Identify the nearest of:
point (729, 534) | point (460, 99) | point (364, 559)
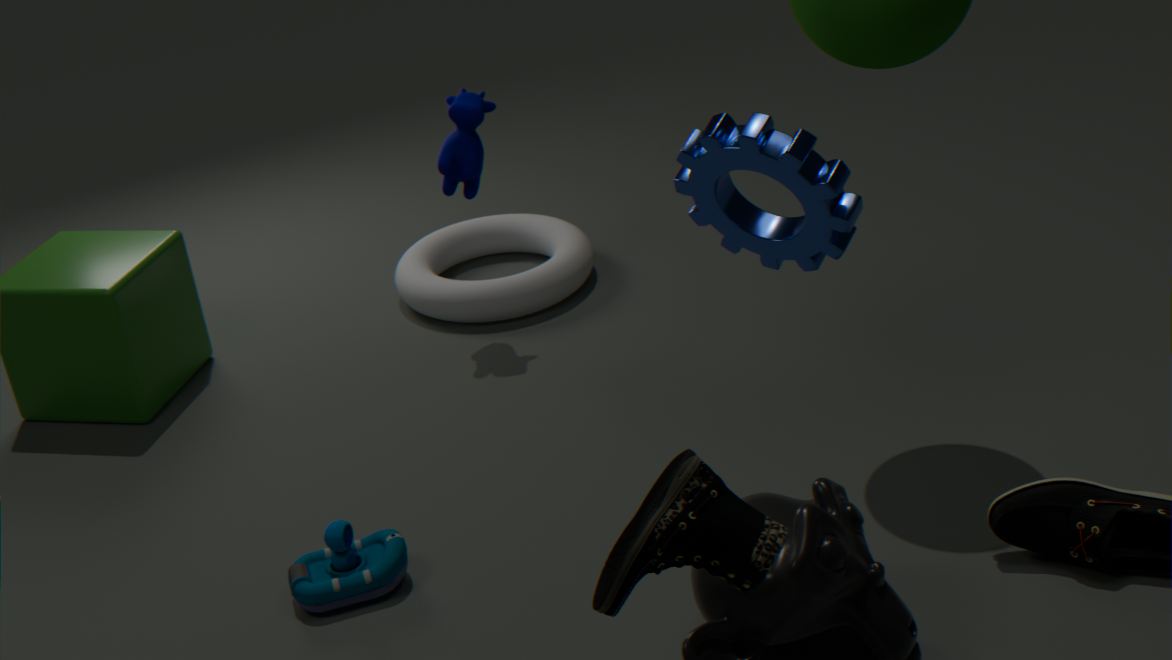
point (729, 534)
